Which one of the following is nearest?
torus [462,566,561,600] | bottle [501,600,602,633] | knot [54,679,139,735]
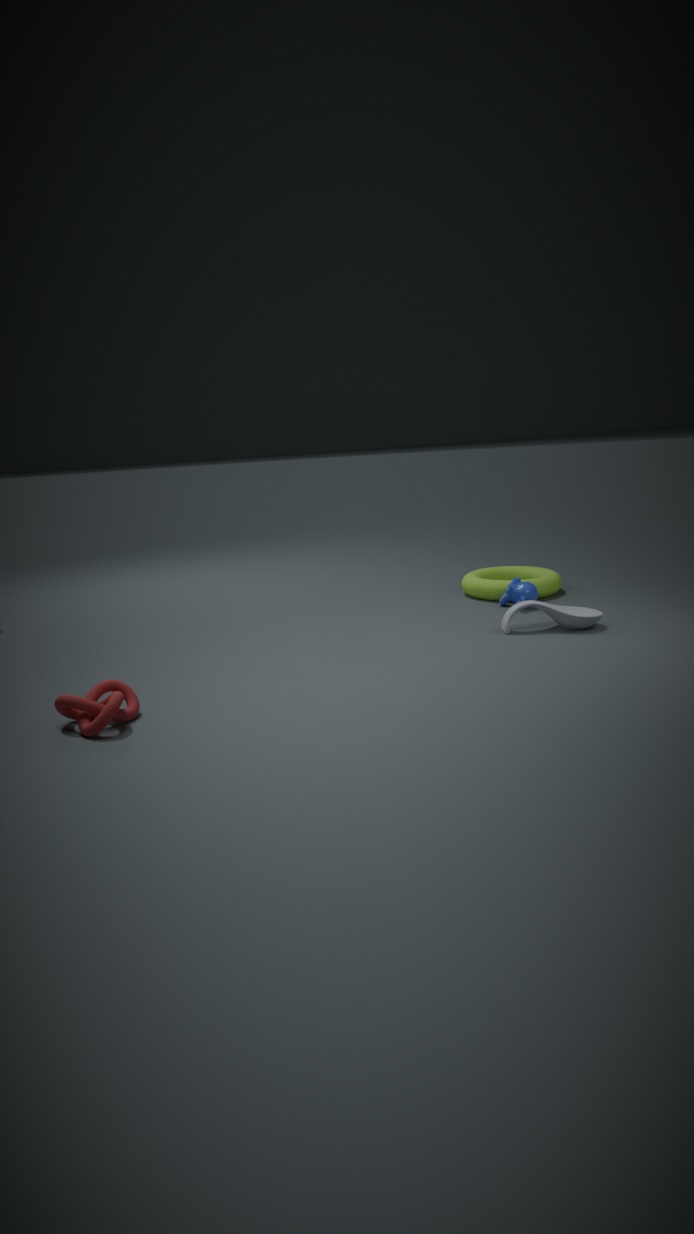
knot [54,679,139,735]
